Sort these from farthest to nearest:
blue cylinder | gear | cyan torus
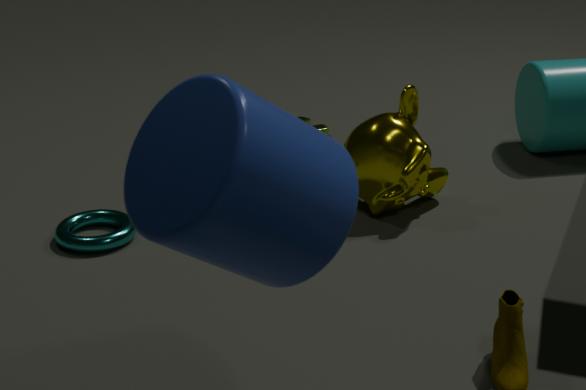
1. gear
2. cyan torus
3. blue cylinder
